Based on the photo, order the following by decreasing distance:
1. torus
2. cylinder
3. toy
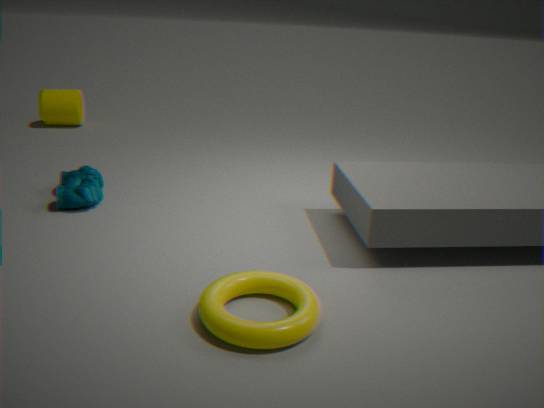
1. cylinder
2. toy
3. torus
